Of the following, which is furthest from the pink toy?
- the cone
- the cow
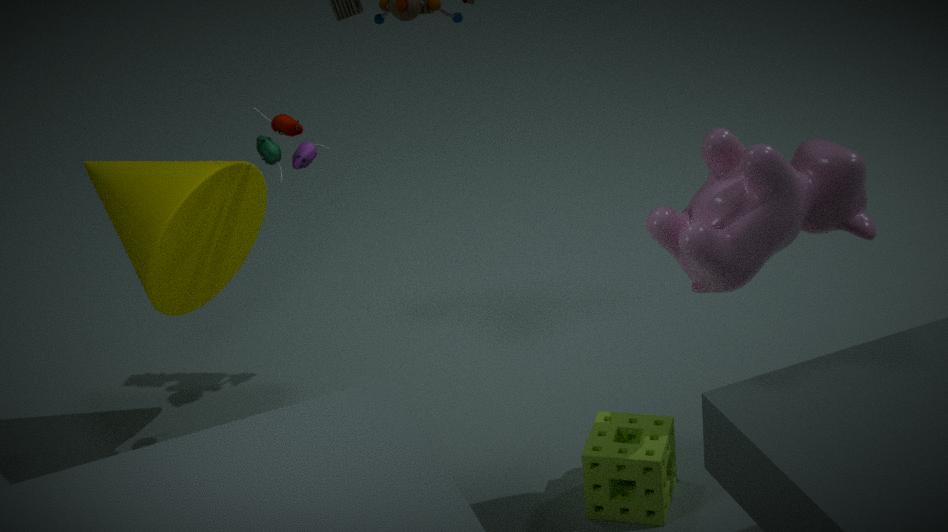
the cow
